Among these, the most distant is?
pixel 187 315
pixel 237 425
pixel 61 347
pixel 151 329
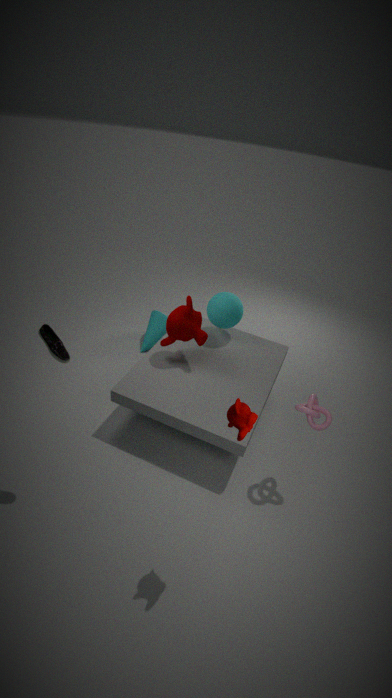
pixel 151 329
